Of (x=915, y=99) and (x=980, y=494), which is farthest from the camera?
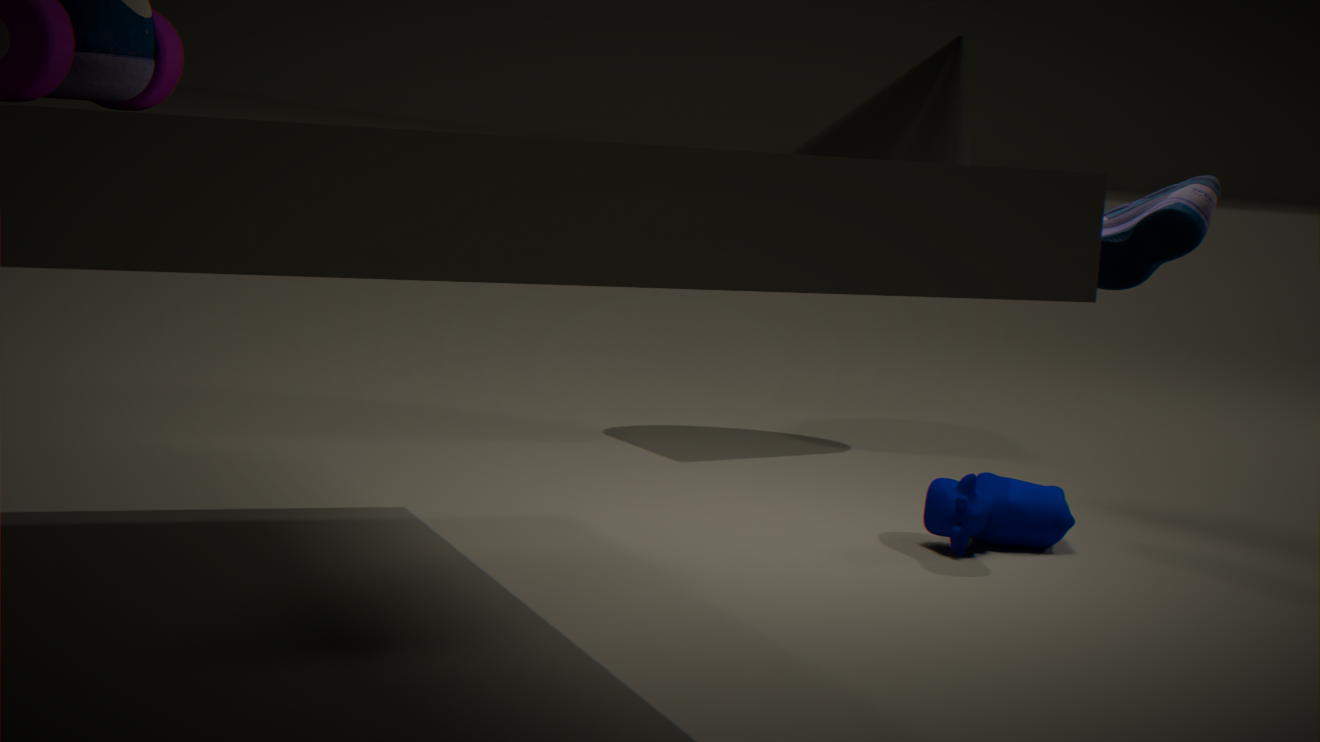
(x=915, y=99)
